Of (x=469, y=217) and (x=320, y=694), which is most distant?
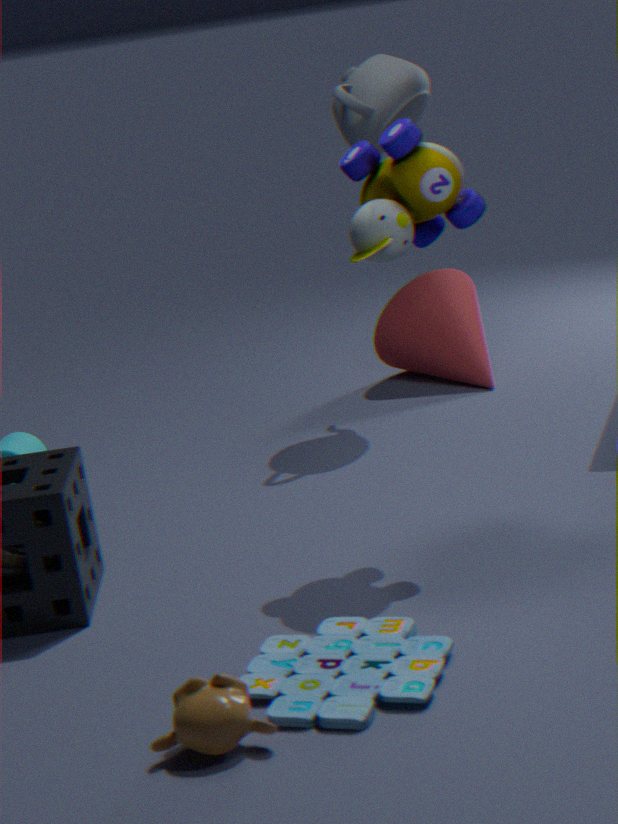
(x=469, y=217)
